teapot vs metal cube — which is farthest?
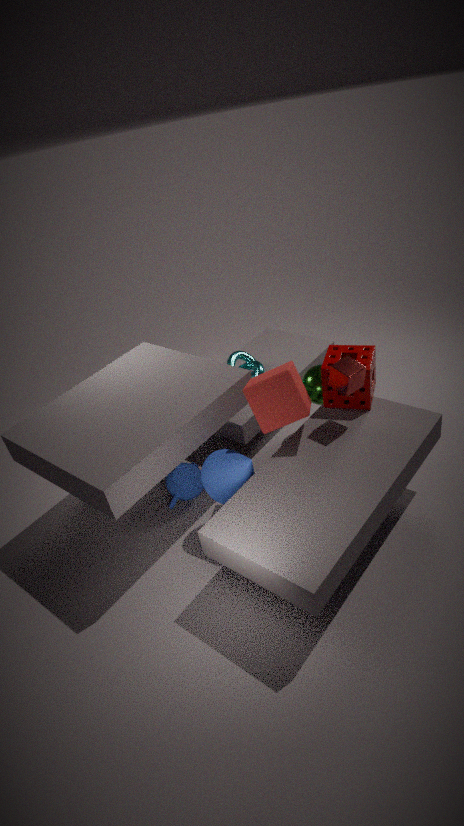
teapot
